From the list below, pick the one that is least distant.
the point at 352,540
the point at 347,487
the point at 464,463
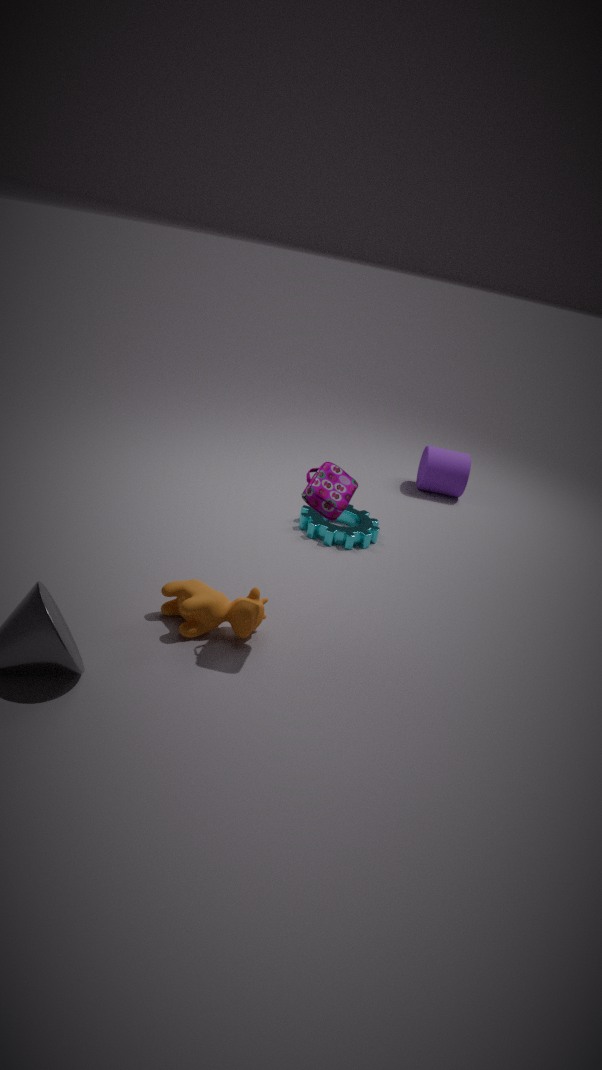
the point at 347,487
